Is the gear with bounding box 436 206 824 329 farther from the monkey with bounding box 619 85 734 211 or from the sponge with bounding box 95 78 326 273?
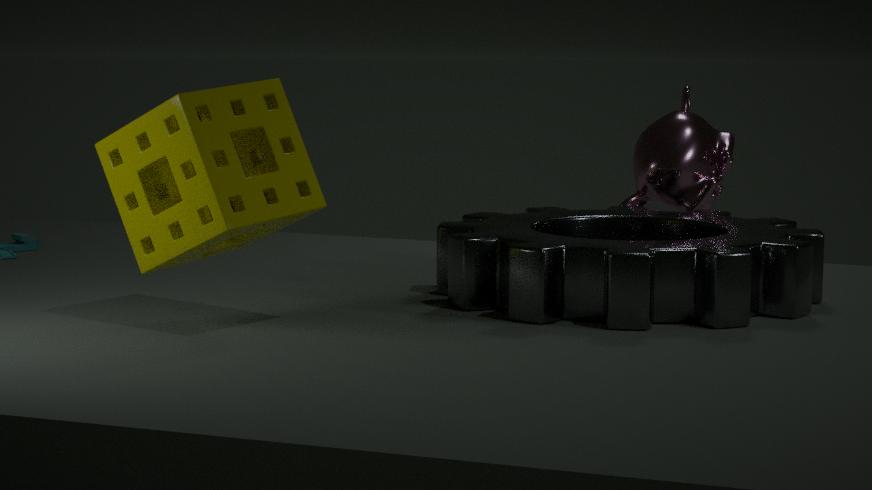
the sponge with bounding box 95 78 326 273
